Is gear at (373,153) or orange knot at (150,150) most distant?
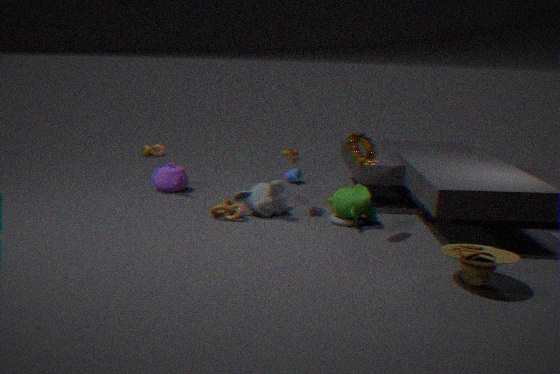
orange knot at (150,150)
